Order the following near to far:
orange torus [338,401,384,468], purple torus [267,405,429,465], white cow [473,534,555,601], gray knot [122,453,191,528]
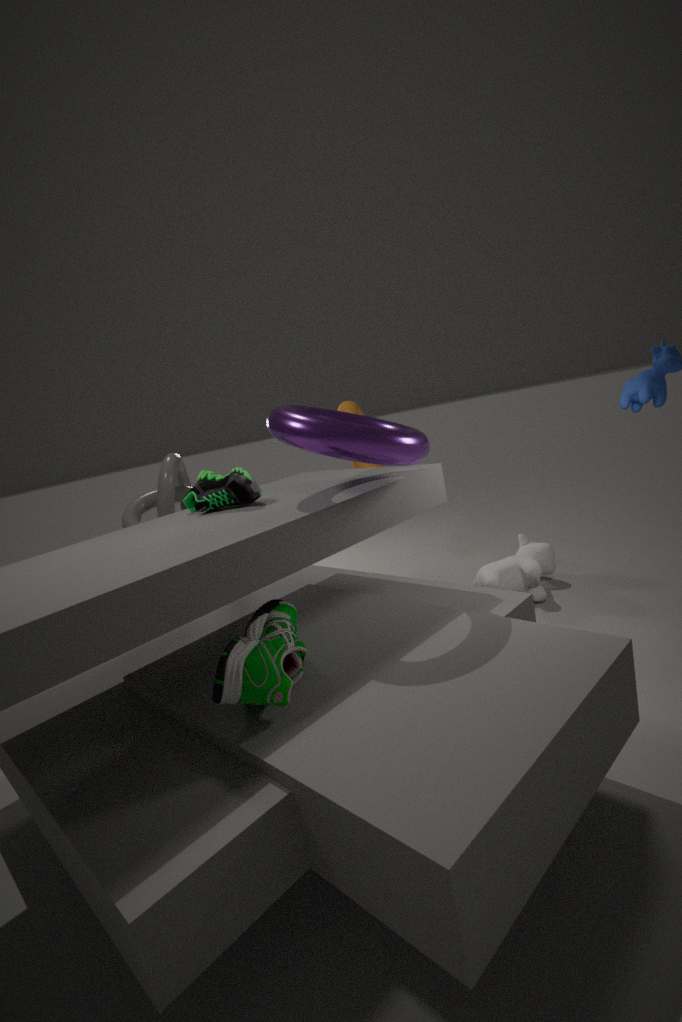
purple torus [267,405,429,465], white cow [473,534,555,601], gray knot [122,453,191,528], orange torus [338,401,384,468]
